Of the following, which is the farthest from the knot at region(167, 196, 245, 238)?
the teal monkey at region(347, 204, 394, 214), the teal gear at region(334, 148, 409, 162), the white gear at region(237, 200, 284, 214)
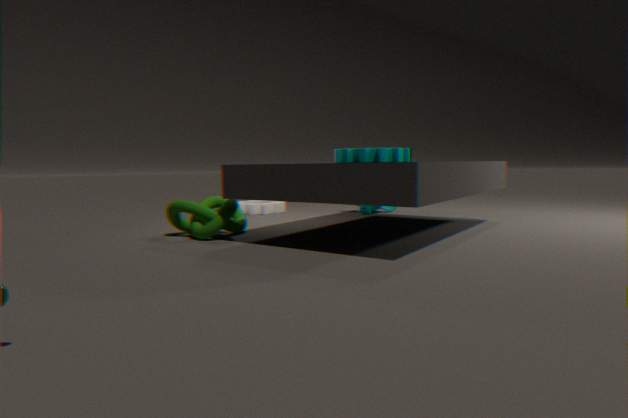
the teal monkey at region(347, 204, 394, 214)
